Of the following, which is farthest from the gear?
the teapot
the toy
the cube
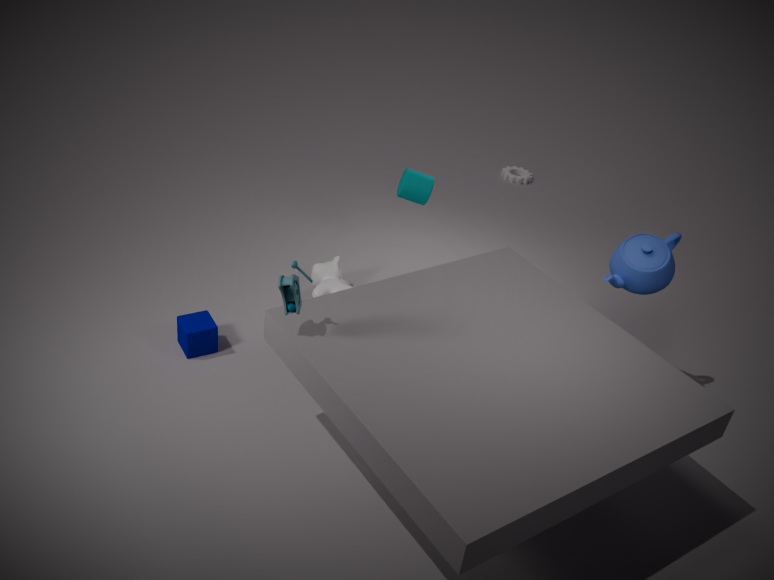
the toy
